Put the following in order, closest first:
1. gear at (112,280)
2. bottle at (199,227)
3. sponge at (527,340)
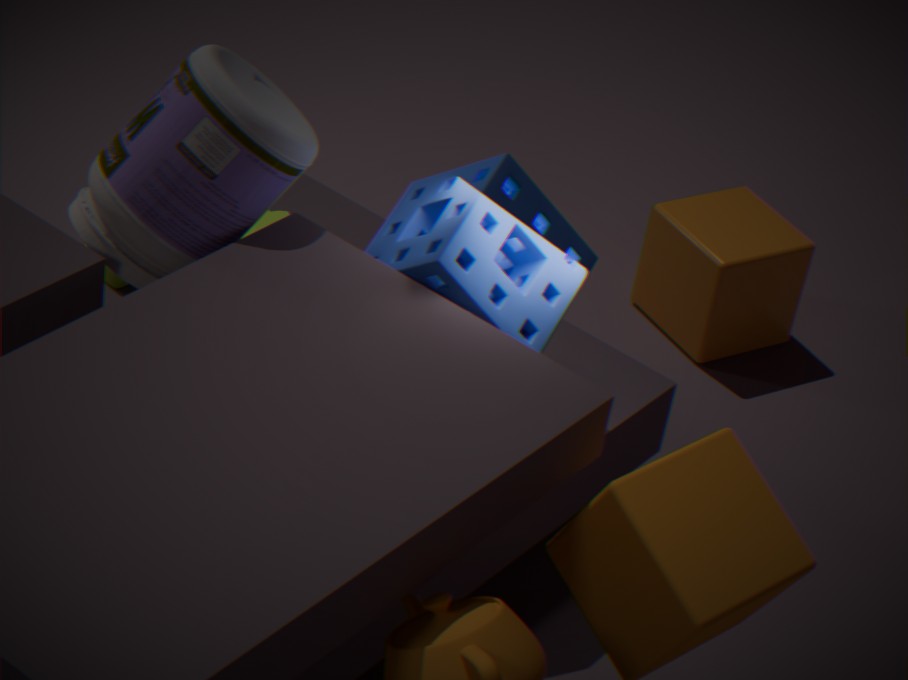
bottle at (199,227), sponge at (527,340), gear at (112,280)
